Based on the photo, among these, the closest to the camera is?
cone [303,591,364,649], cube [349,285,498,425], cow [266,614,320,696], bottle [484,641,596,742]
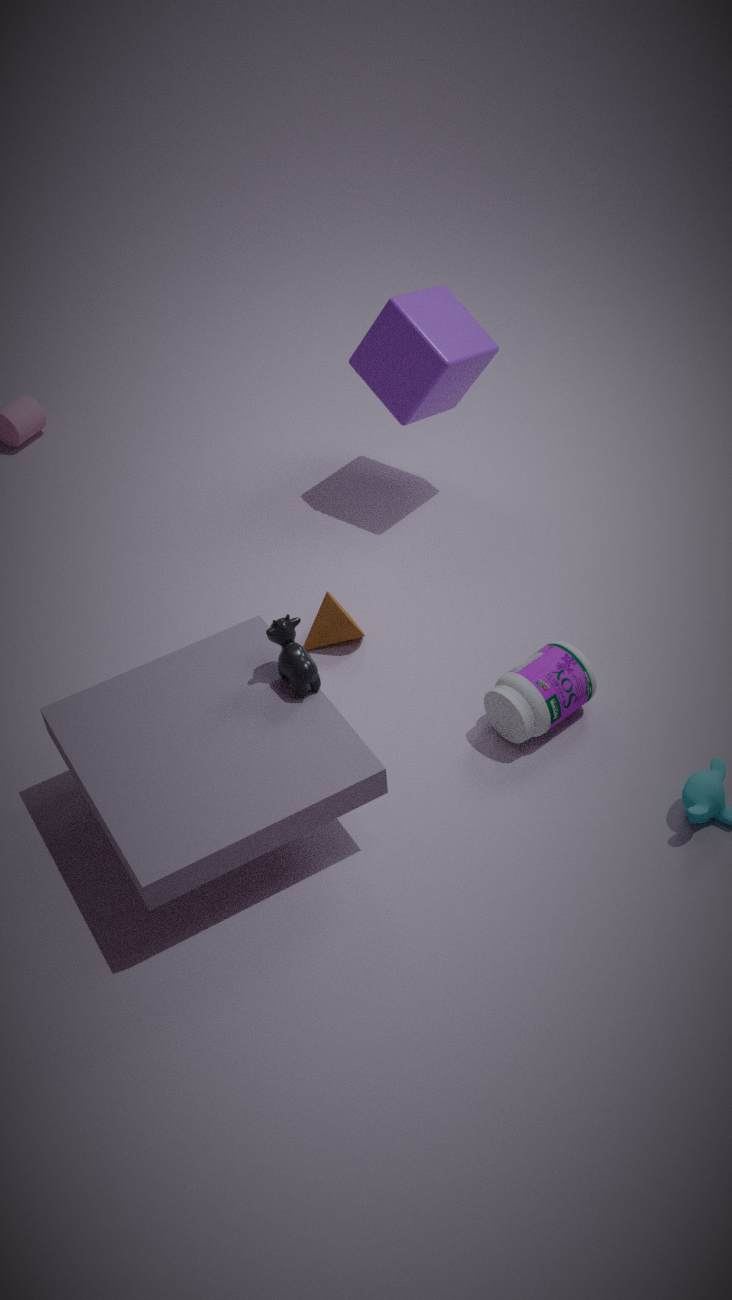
cow [266,614,320,696]
